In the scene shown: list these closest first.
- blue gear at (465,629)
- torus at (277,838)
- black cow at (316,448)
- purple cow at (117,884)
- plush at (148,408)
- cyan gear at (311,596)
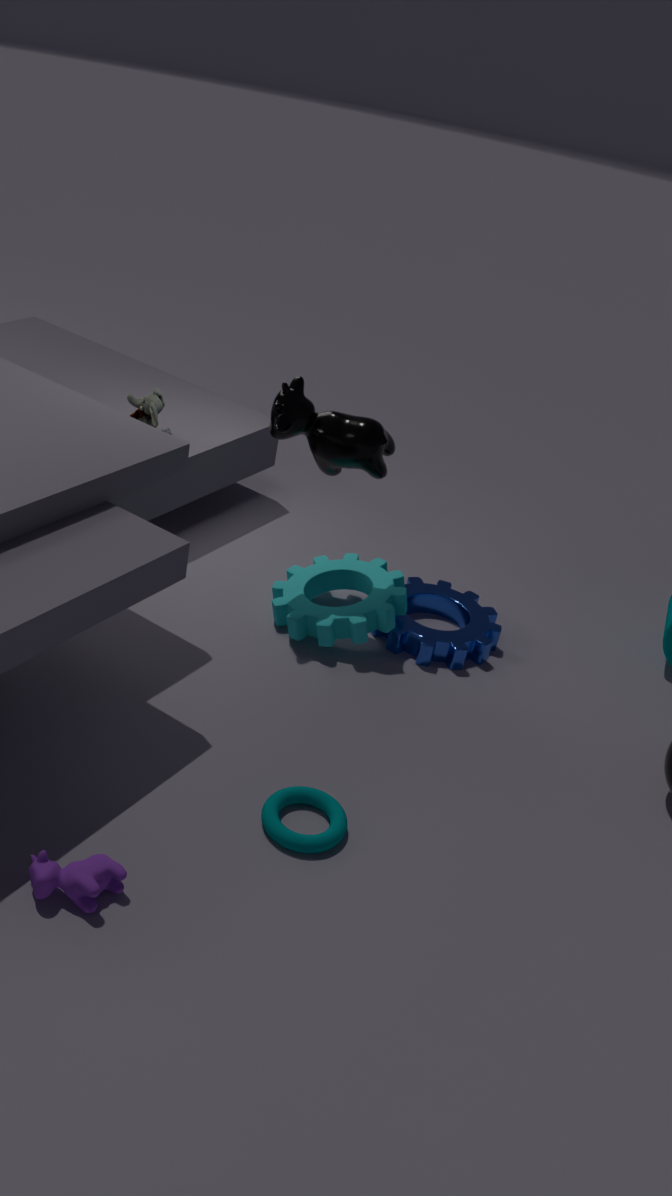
purple cow at (117,884), torus at (277,838), black cow at (316,448), cyan gear at (311,596), blue gear at (465,629), plush at (148,408)
